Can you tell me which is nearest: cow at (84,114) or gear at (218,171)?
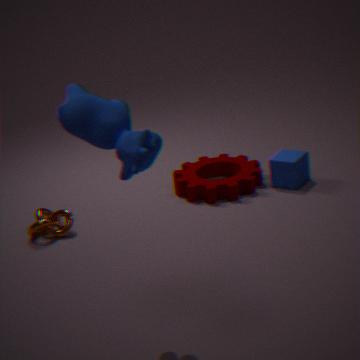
cow at (84,114)
